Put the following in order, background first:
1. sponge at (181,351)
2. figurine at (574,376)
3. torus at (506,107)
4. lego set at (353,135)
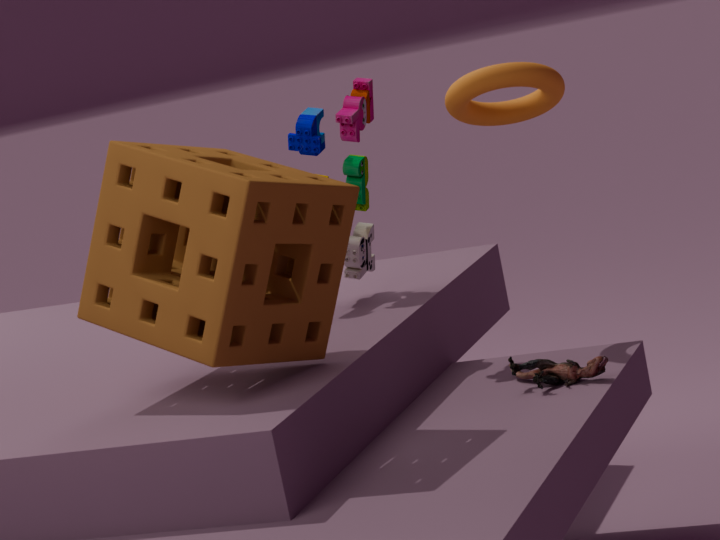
lego set at (353,135), torus at (506,107), figurine at (574,376), sponge at (181,351)
